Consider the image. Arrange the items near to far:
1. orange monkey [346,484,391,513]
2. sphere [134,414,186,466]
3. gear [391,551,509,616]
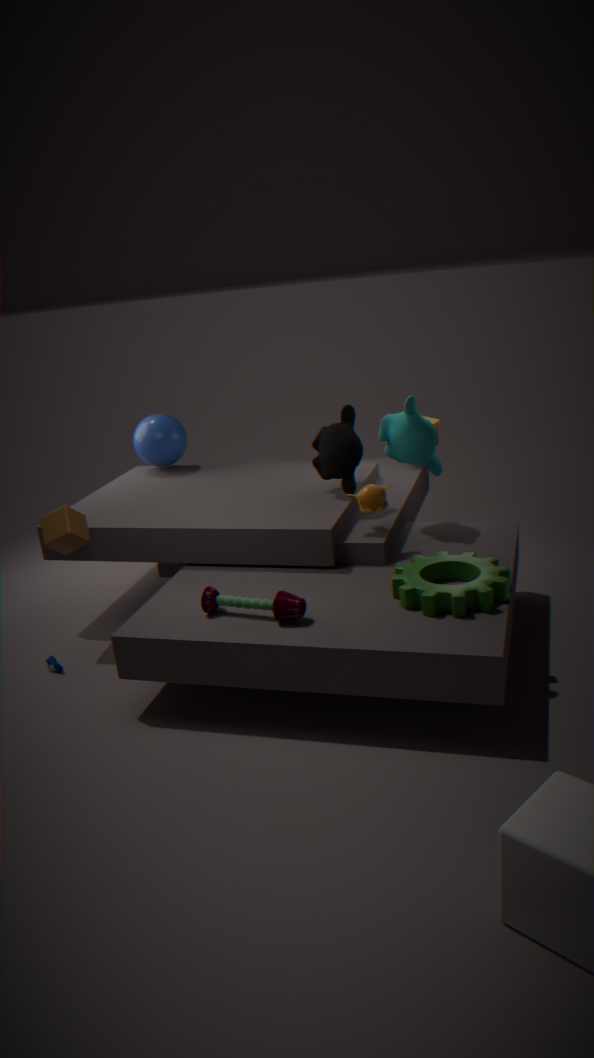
gear [391,551,509,616] < orange monkey [346,484,391,513] < sphere [134,414,186,466]
